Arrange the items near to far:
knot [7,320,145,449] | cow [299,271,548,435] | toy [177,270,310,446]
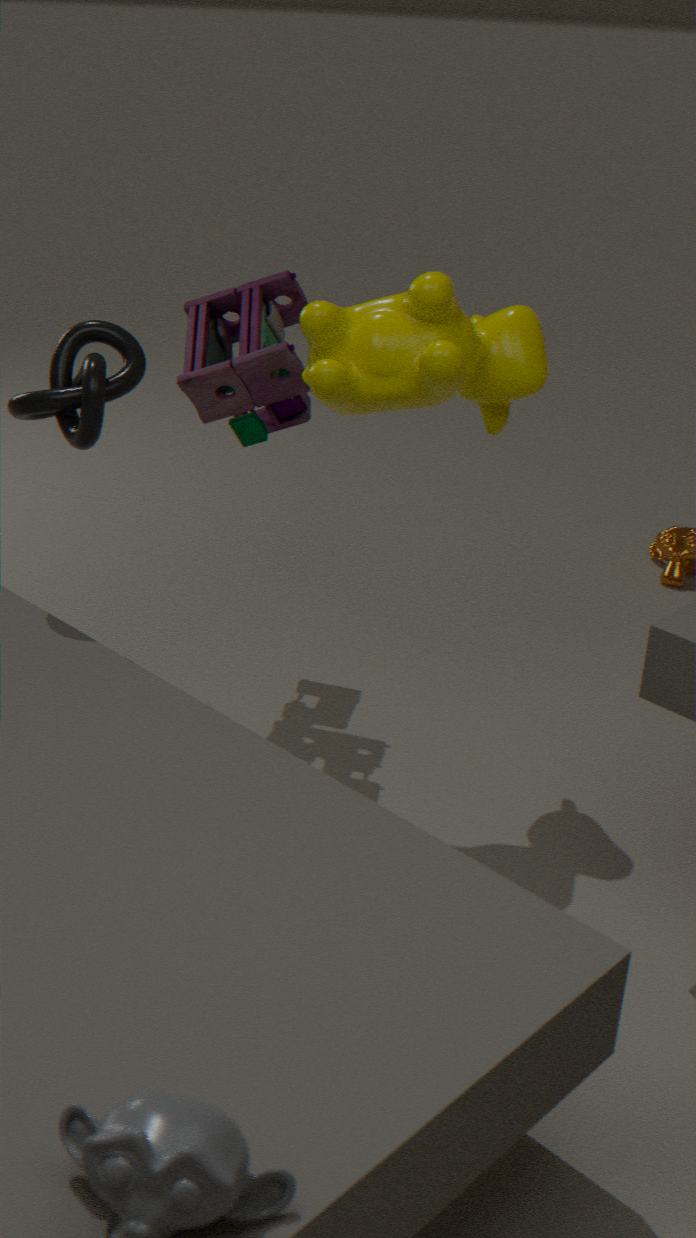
cow [299,271,548,435]
knot [7,320,145,449]
toy [177,270,310,446]
